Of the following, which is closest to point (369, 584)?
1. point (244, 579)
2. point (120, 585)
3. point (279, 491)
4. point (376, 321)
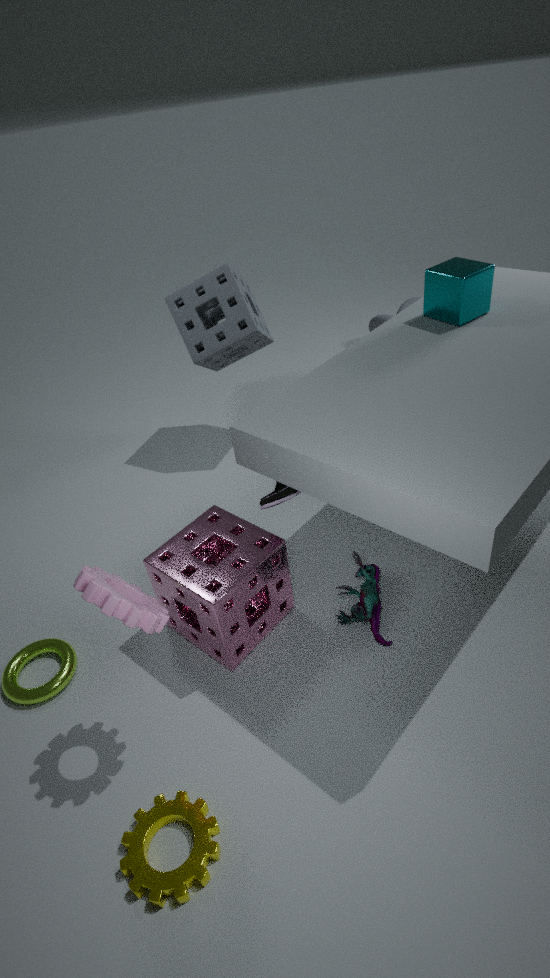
point (279, 491)
